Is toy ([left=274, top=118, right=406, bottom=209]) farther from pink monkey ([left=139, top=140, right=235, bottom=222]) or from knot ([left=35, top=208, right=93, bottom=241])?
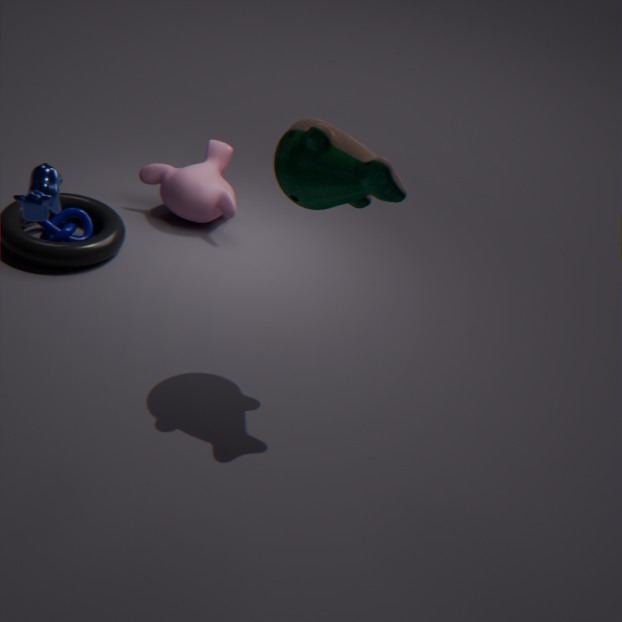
knot ([left=35, top=208, right=93, bottom=241])
